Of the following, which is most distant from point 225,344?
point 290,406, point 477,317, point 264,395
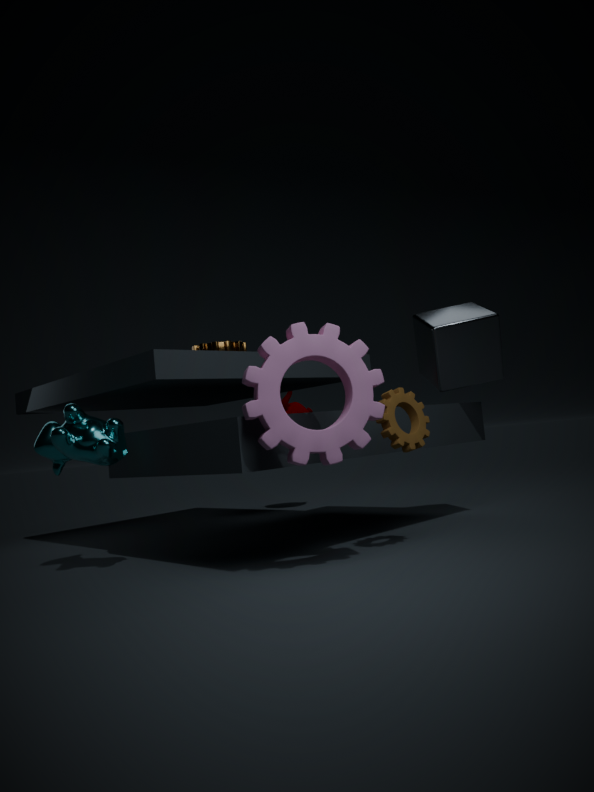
point 290,406
